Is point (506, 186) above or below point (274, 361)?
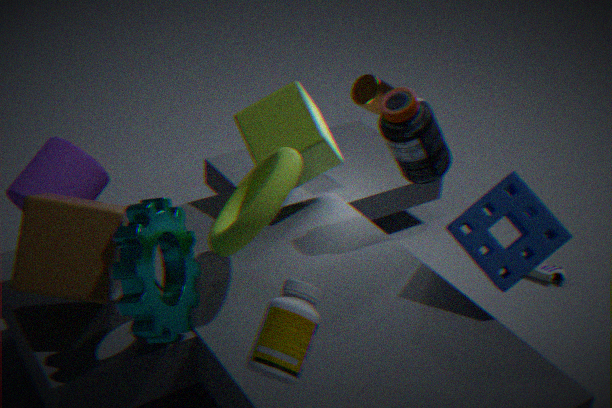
below
